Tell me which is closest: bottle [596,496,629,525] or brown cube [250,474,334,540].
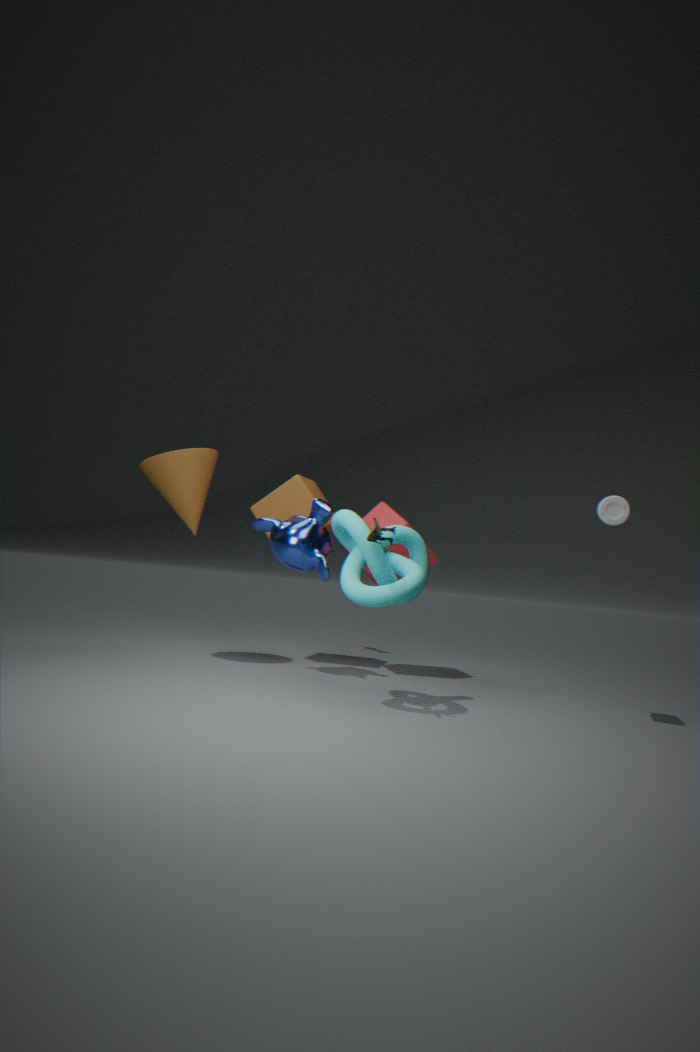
bottle [596,496,629,525]
